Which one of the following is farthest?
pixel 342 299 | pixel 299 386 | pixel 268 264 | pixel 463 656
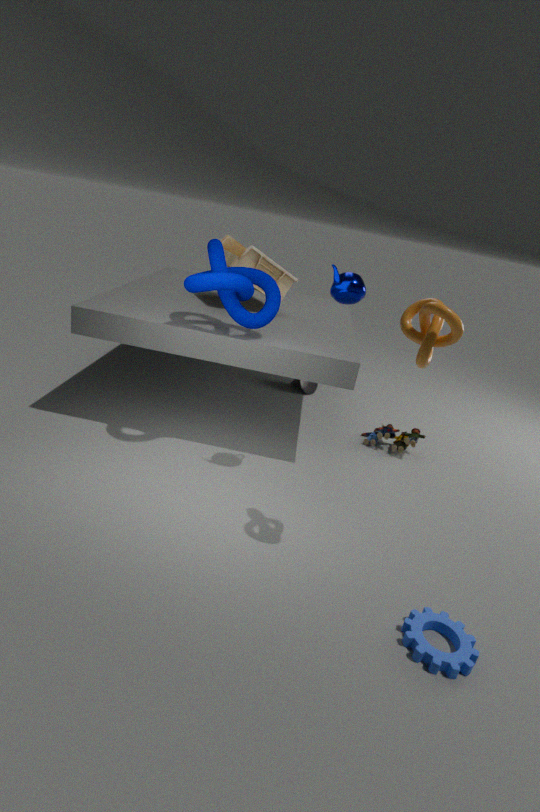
pixel 299 386
